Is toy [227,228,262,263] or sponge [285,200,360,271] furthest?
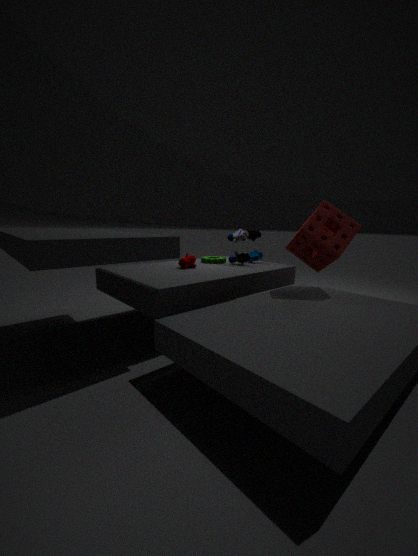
toy [227,228,262,263]
